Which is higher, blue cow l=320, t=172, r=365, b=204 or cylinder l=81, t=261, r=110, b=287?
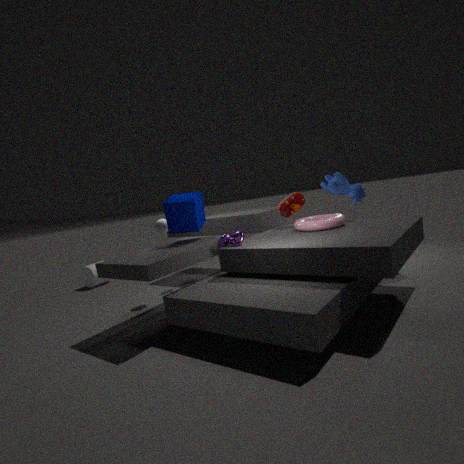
blue cow l=320, t=172, r=365, b=204
